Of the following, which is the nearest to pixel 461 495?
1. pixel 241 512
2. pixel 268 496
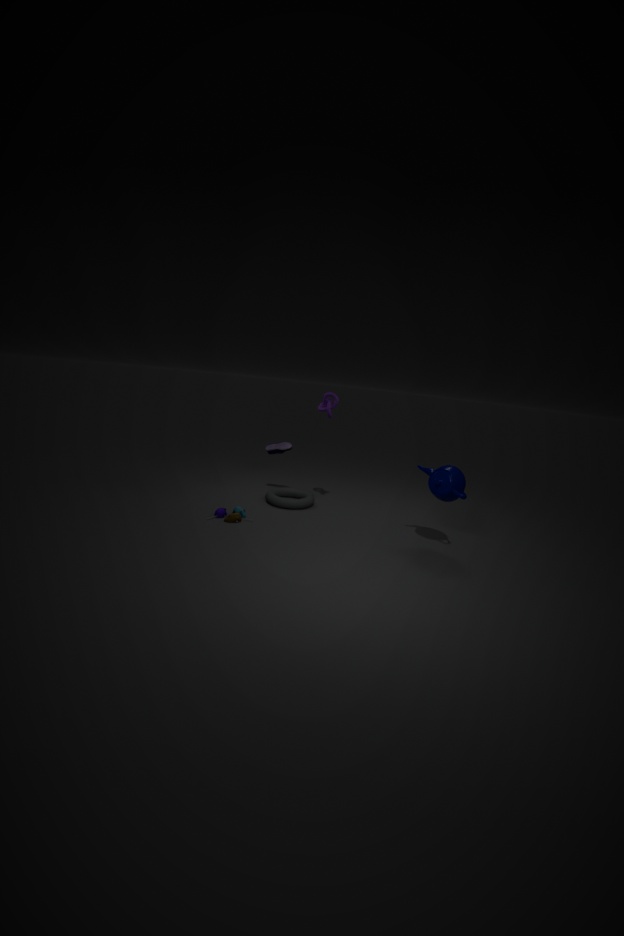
pixel 268 496
